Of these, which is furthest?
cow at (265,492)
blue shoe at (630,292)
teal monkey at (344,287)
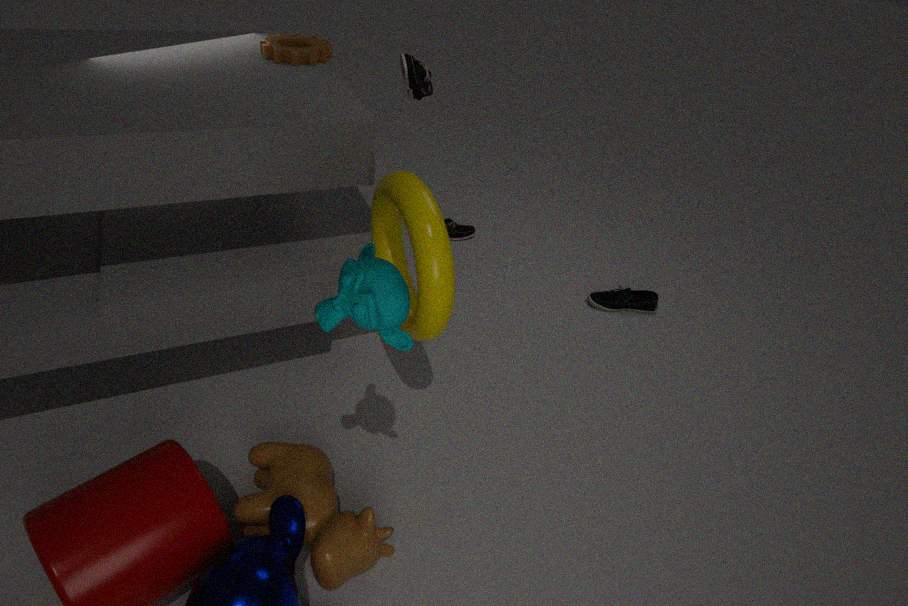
blue shoe at (630,292)
